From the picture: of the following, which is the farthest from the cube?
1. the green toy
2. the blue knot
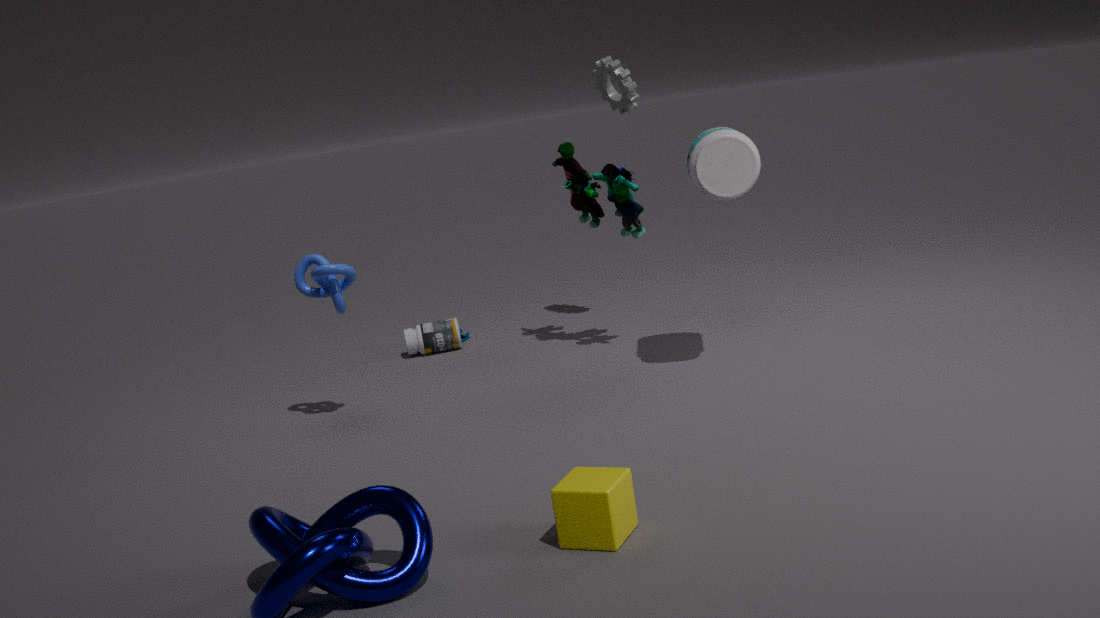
the green toy
